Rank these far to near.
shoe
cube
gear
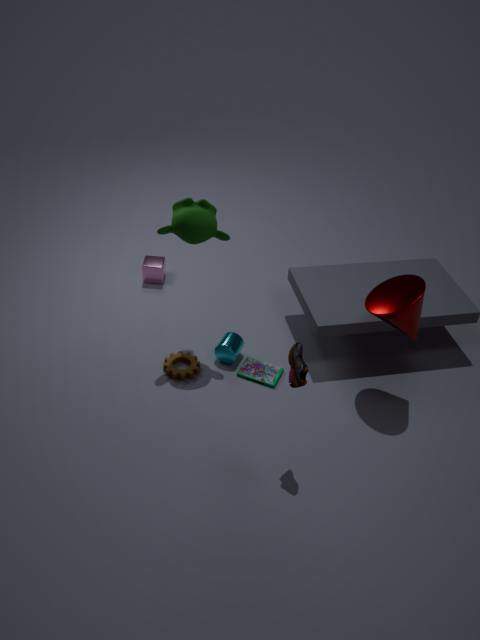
cube → gear → shoe
